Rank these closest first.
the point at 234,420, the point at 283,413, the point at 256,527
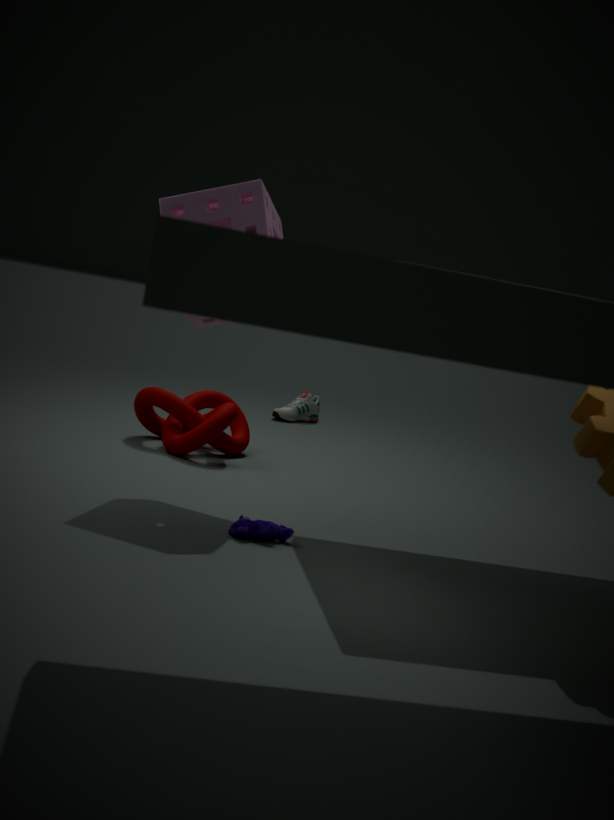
the point at 256,527
the point at 234,420
the point at 283,413
